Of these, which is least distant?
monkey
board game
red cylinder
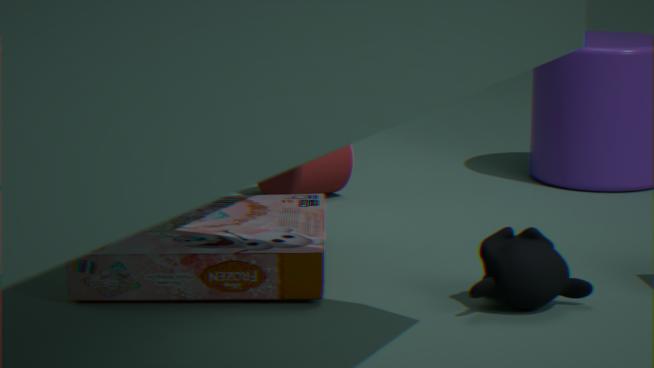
monkey
